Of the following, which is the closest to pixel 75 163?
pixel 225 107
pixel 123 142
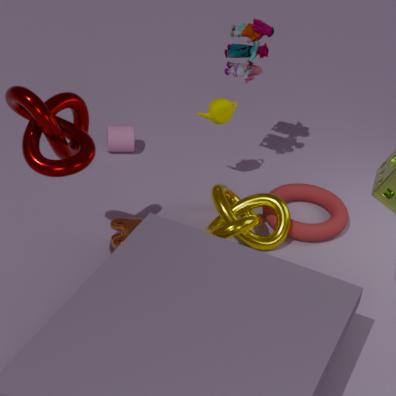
pixel 225 107
